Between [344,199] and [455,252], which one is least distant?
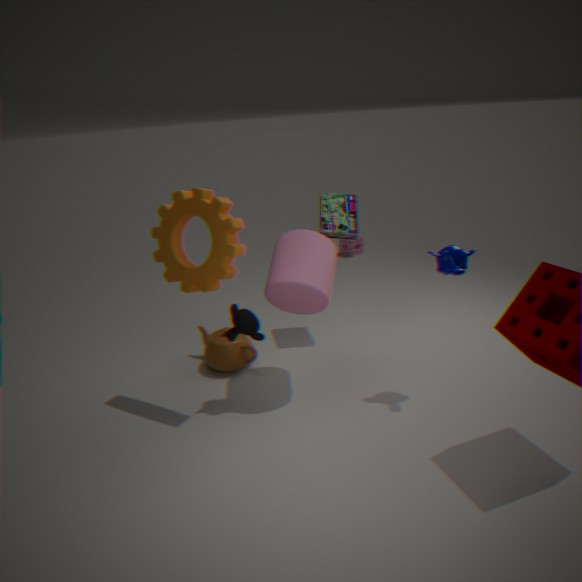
[455,252]
